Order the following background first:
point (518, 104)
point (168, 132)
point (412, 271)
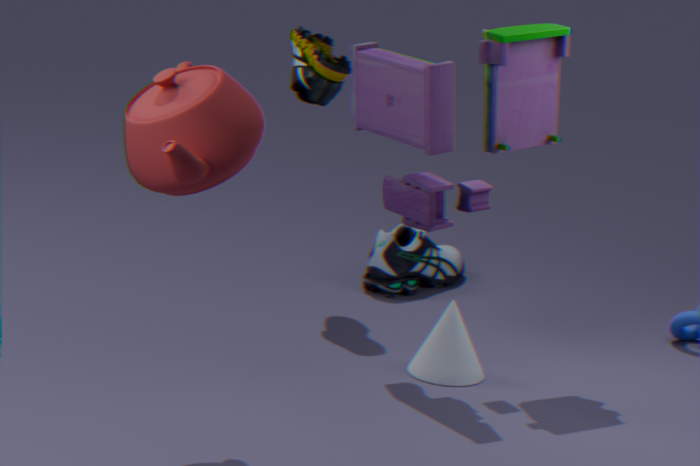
point (412, 271)
point (518, 104)
point (168, 132)
